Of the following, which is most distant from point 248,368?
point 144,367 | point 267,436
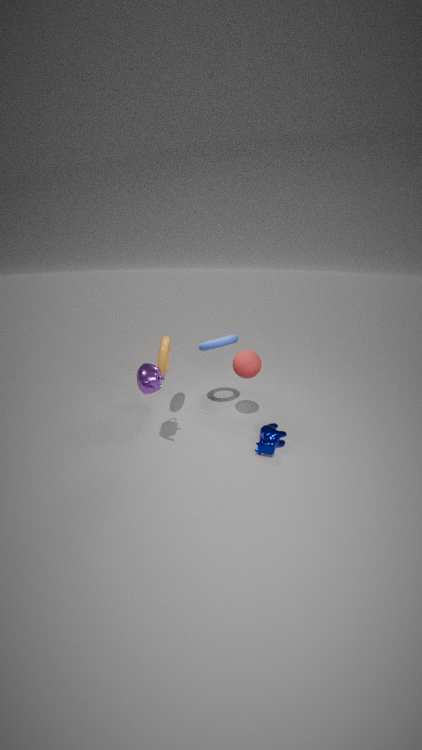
point 144,367
